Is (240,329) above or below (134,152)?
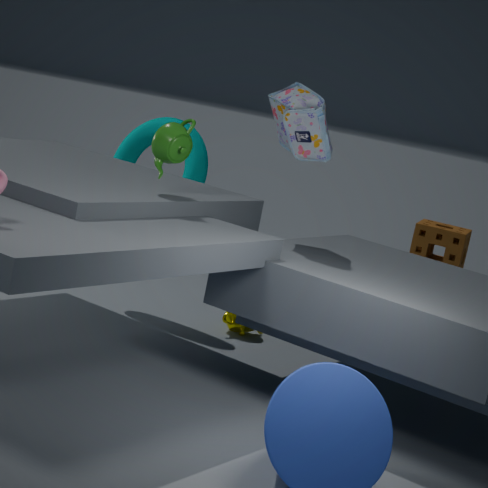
below
